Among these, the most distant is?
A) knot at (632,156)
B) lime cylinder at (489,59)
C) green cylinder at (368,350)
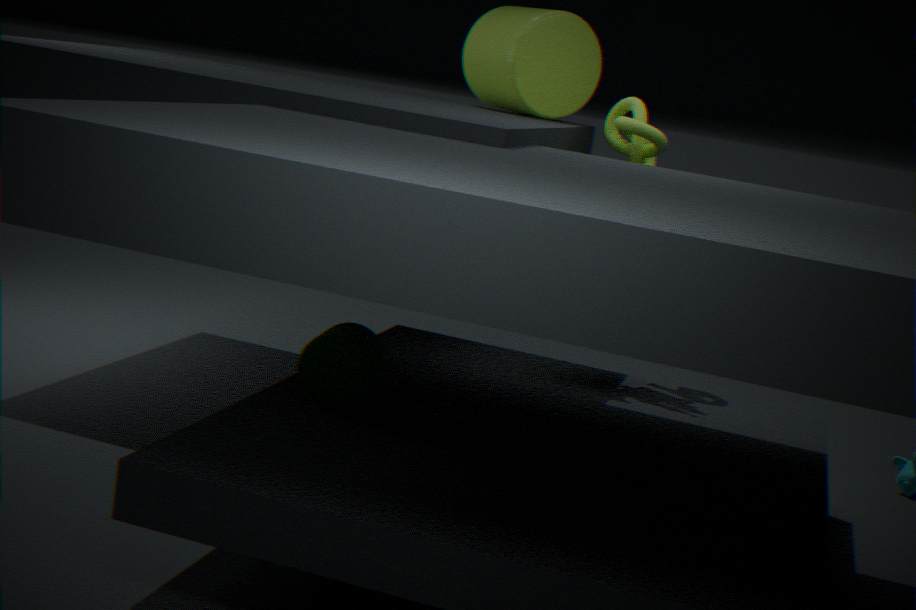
lime cylinder at (489,59)
